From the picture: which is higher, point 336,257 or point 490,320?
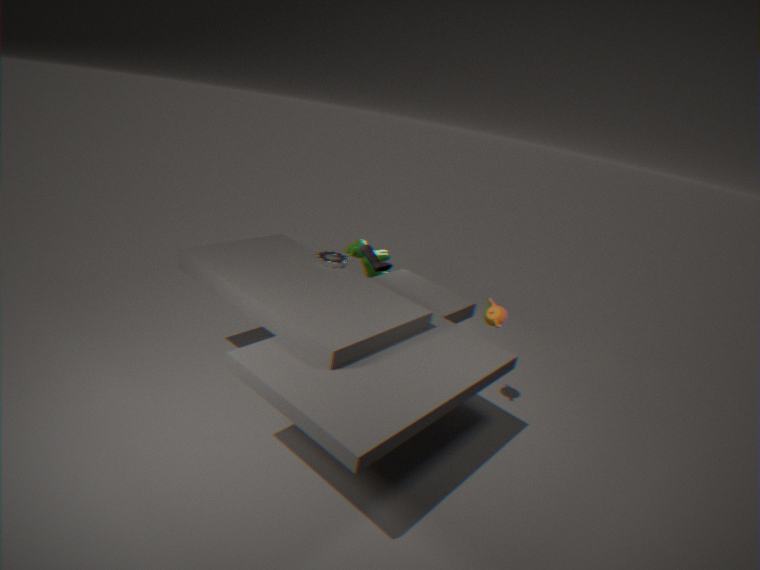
point 336,257
